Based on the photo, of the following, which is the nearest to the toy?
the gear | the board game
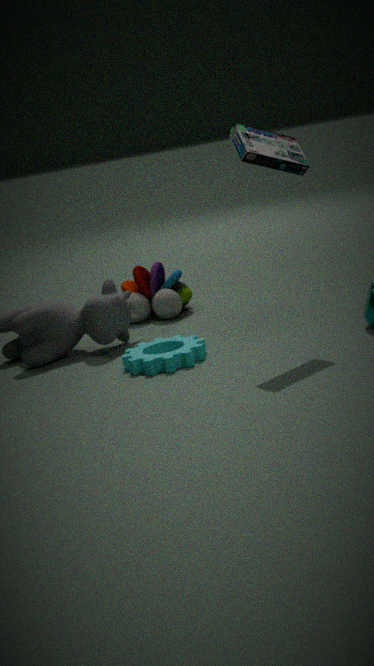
the gear
